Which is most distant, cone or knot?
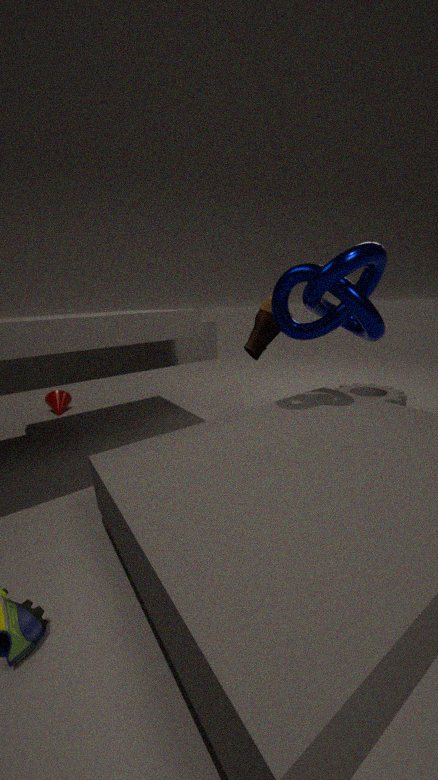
cone
